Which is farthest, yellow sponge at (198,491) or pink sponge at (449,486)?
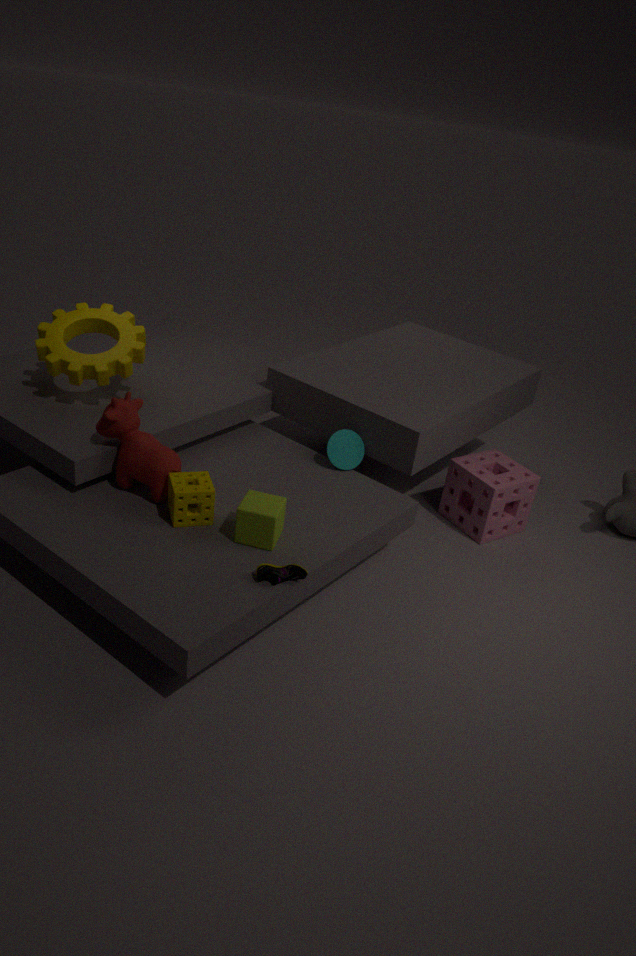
pink sponge at (449,486)
